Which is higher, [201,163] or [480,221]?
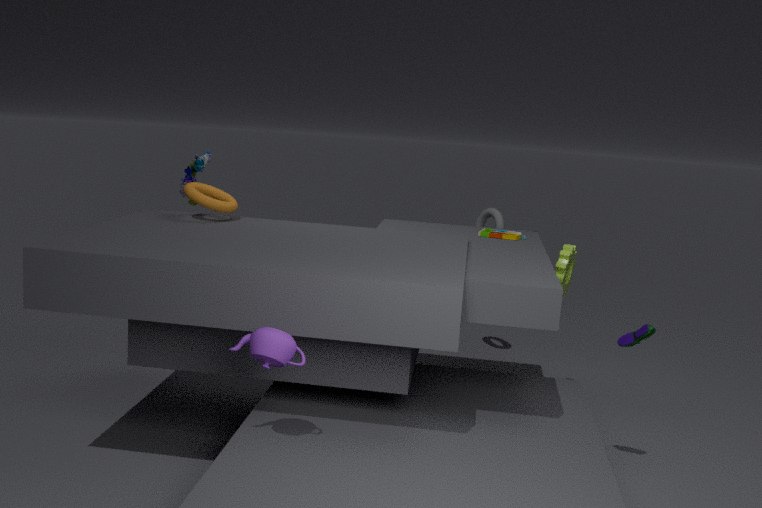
[201,163]
